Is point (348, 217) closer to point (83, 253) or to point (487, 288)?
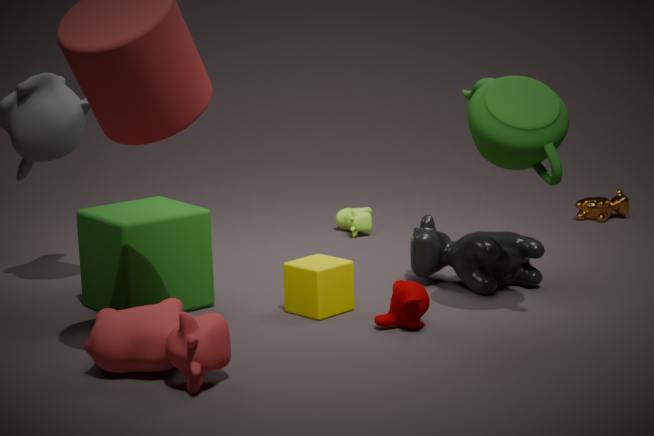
point (487, 288)
